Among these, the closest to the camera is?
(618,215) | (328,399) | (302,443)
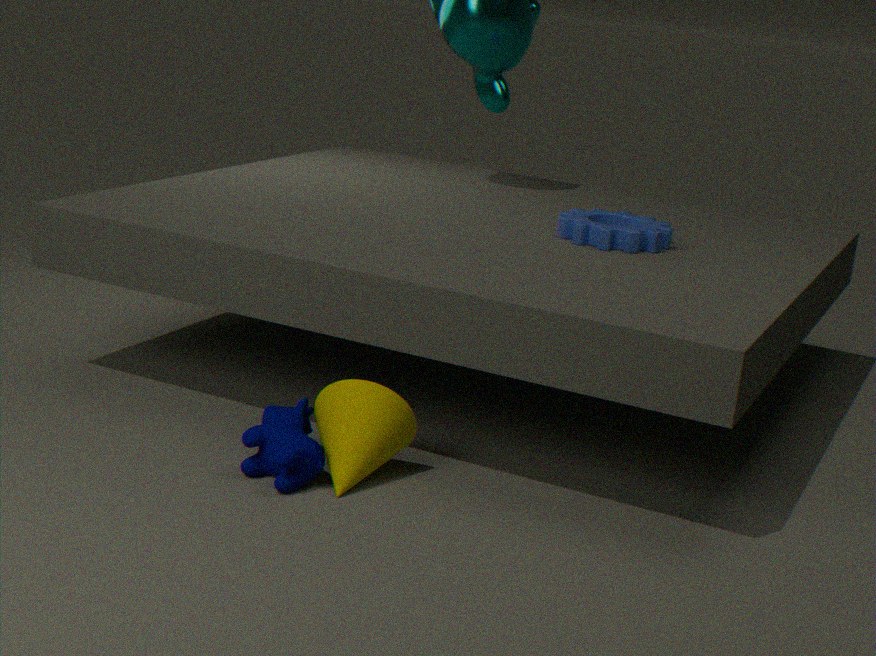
(302,443)
